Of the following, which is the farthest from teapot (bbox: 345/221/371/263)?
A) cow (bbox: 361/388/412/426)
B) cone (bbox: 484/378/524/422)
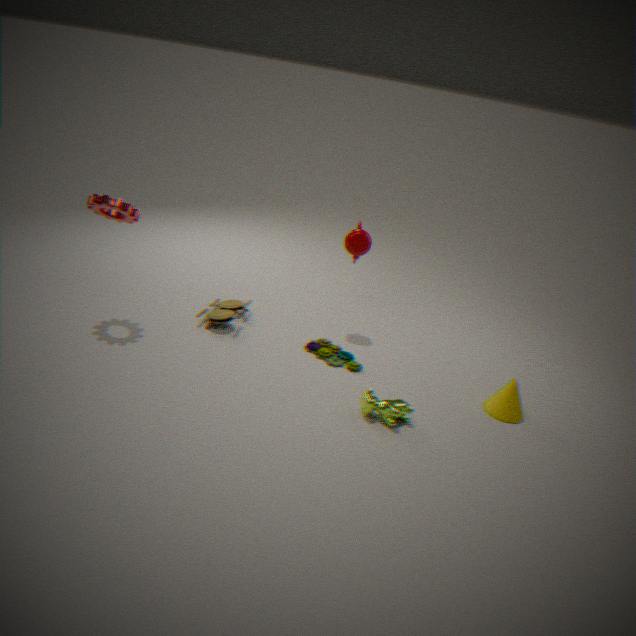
cone (bbox: 484/378/524/422)
